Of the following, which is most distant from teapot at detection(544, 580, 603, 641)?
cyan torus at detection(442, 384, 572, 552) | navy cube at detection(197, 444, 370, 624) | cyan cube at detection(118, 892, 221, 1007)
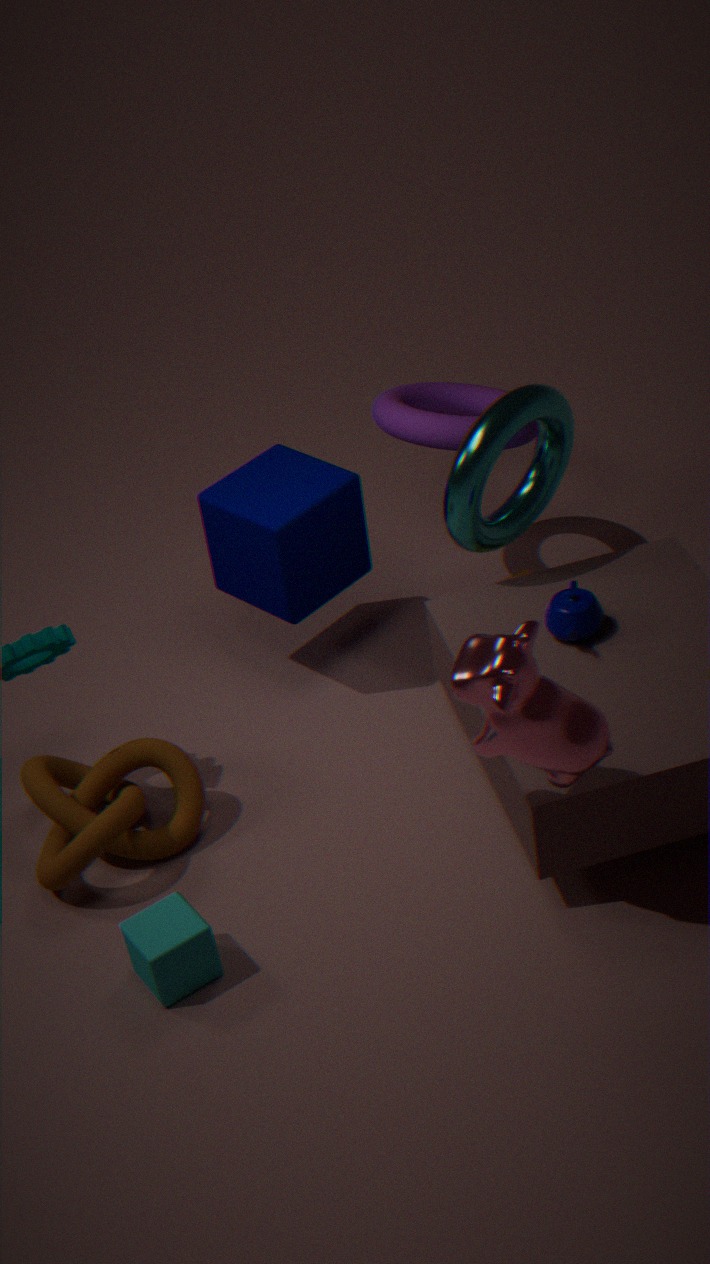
cyan cube at detection(118, 892, 221, 1007)
